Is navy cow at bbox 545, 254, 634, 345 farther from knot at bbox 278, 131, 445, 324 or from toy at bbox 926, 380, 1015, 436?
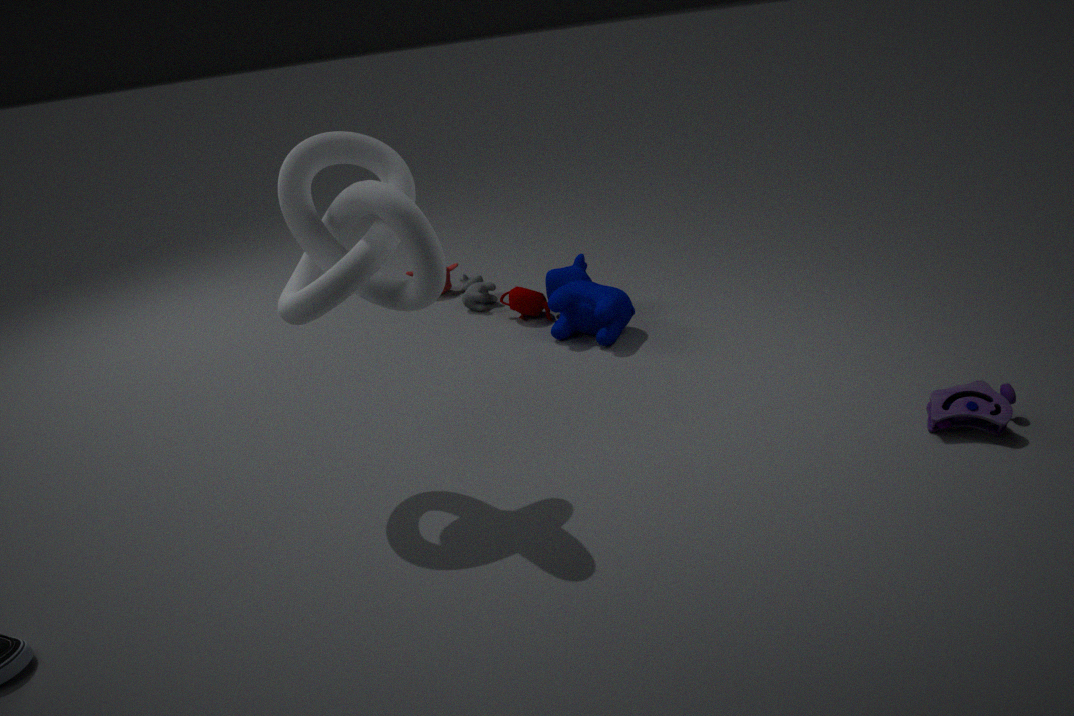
toy at bbox 926, 380, 1015, 436
